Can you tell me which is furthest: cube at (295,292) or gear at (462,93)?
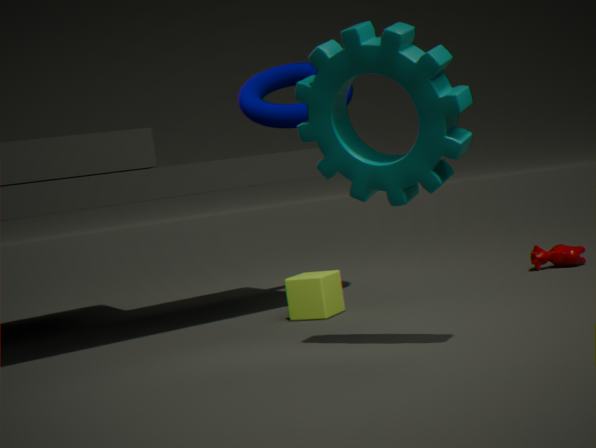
cube at (295,292)
